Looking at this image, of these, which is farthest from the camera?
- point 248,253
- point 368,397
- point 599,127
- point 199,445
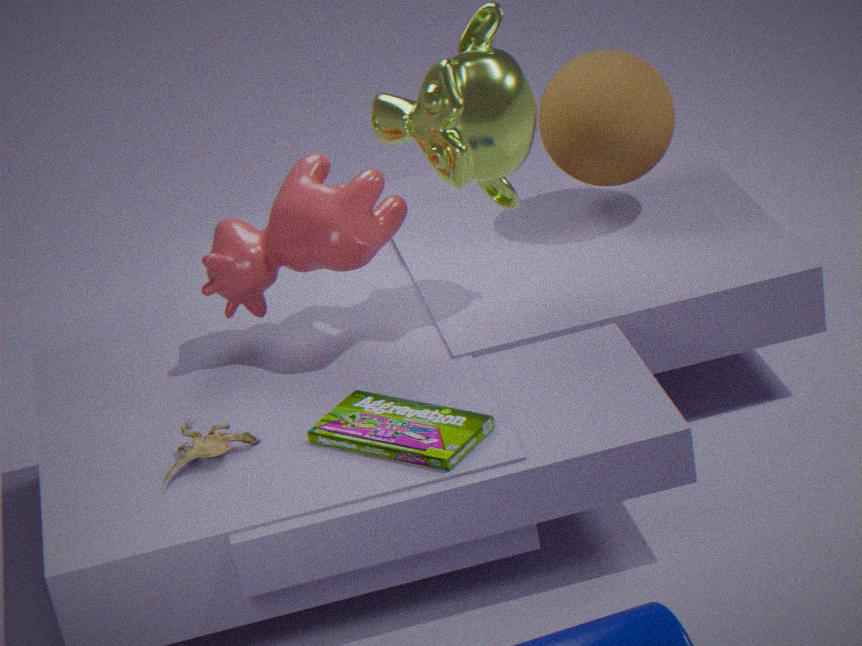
point 599,127
